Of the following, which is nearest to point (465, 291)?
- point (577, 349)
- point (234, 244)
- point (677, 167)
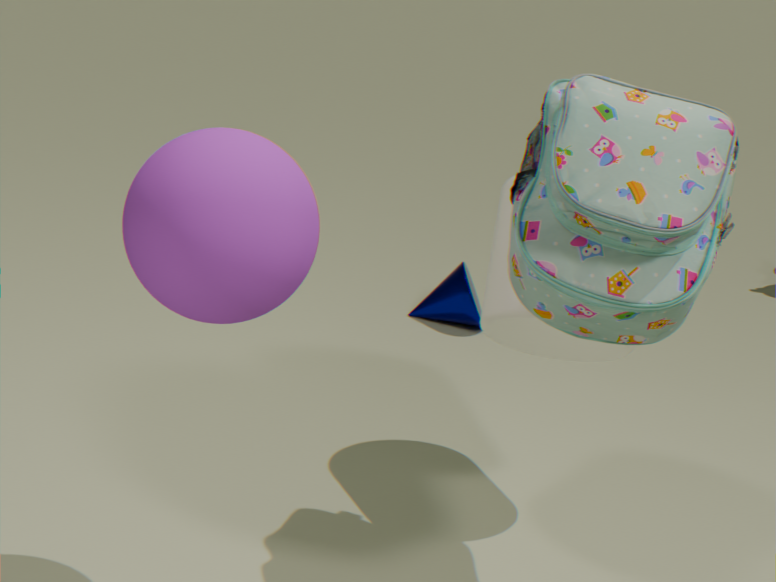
point (577, 349)
